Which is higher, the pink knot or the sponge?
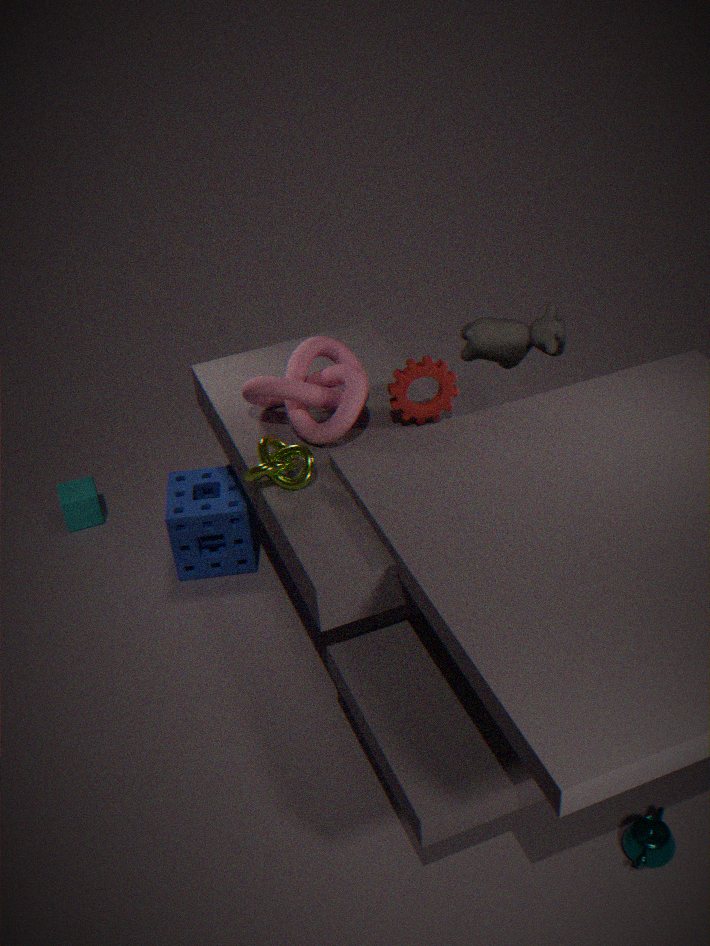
the pink knot
